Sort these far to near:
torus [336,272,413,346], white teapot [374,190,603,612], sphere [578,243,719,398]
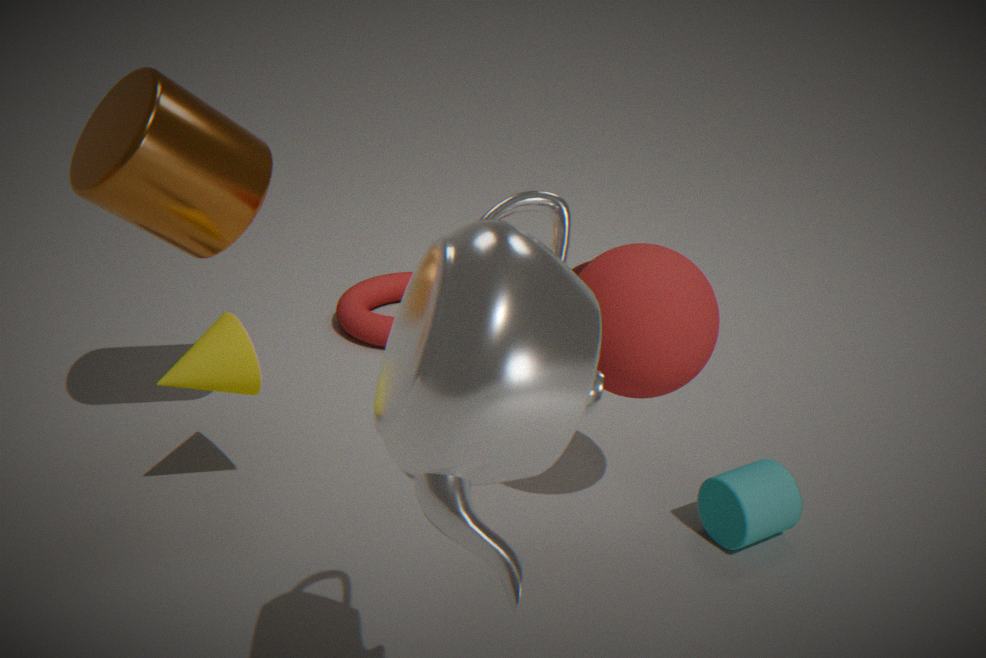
torus [336,272,413,346]
sphere [578,243,719,398]
white teapot [374,190,603,612]
